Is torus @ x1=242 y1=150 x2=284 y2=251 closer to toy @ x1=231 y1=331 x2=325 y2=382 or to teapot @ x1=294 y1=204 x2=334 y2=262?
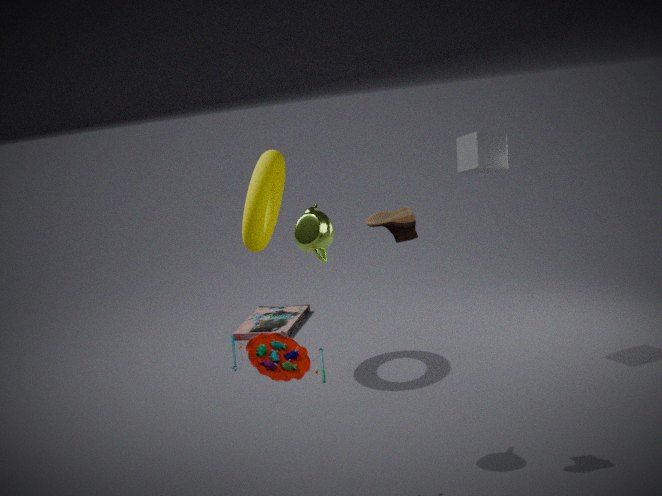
teapot @ x1=294 y1=204 x2=334 y2=262
